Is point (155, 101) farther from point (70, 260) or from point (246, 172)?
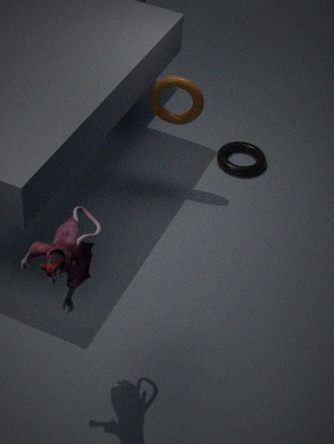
point (70, 260)
